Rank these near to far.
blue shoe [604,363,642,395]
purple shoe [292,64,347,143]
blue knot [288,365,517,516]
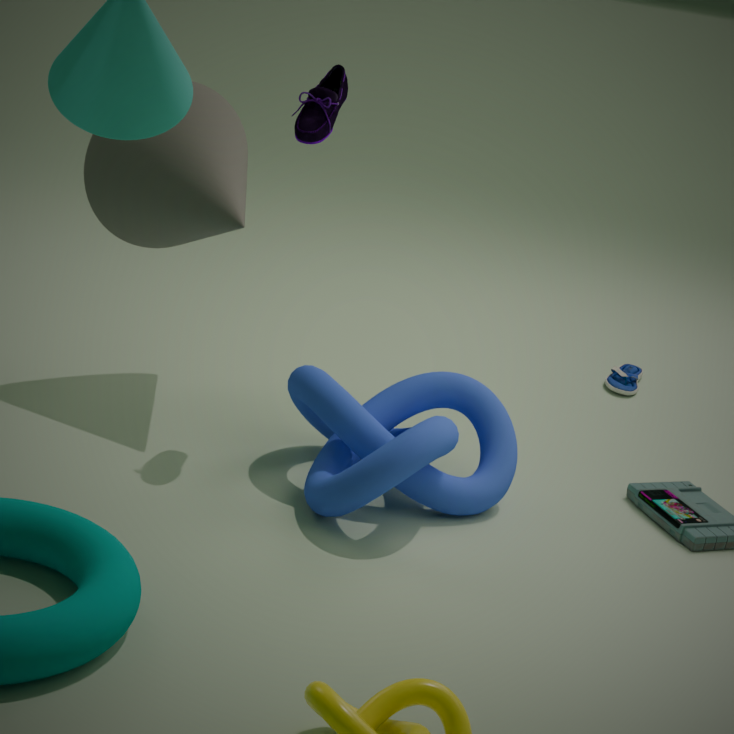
blue knot [288,365,517,516]
purple shoe [292,64,347,143]
blue shoe [604,363,642,395]
